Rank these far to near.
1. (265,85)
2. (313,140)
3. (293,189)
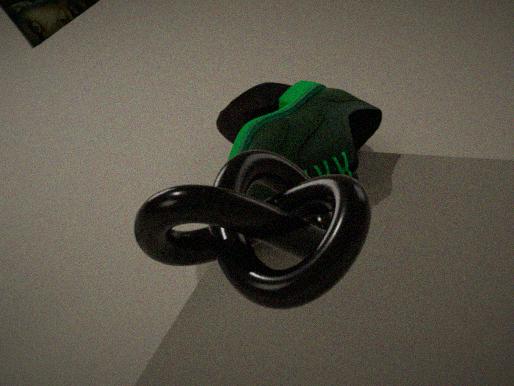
(265,85) < (313,140) < (293,189)
